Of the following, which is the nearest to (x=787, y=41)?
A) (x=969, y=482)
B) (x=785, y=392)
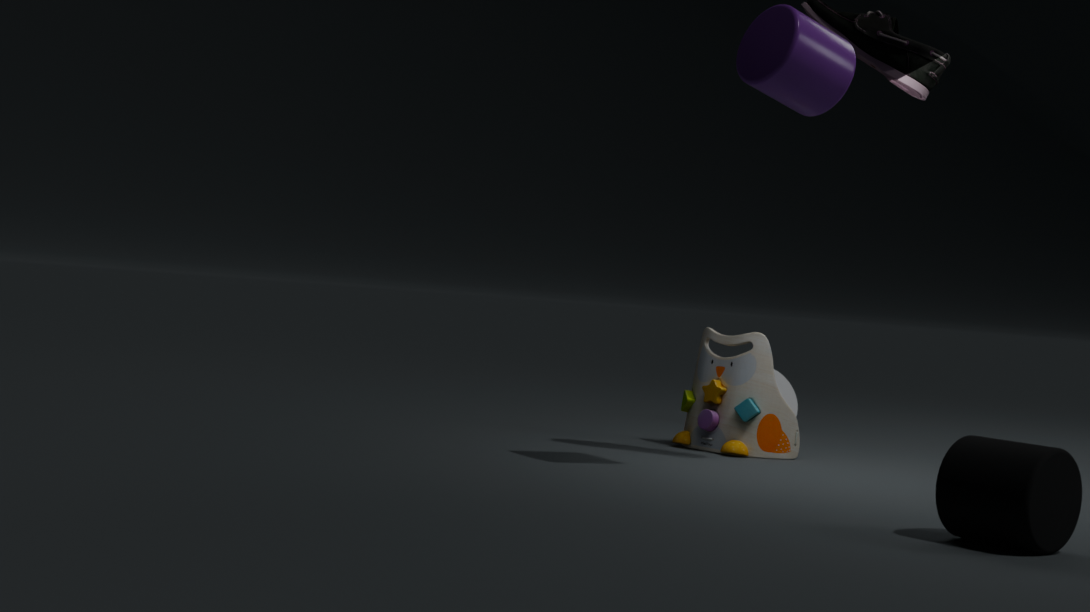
(x=969, y=482)
